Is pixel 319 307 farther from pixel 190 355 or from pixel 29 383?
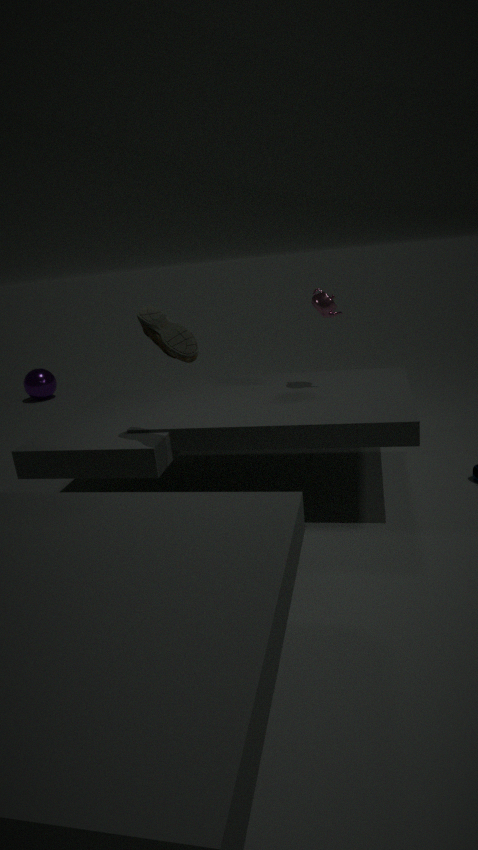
pixel 29 383
